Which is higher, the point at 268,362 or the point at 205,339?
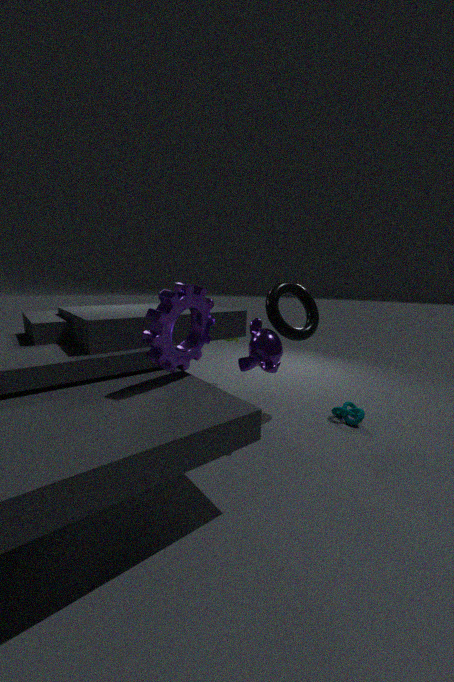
the point at 205,339
